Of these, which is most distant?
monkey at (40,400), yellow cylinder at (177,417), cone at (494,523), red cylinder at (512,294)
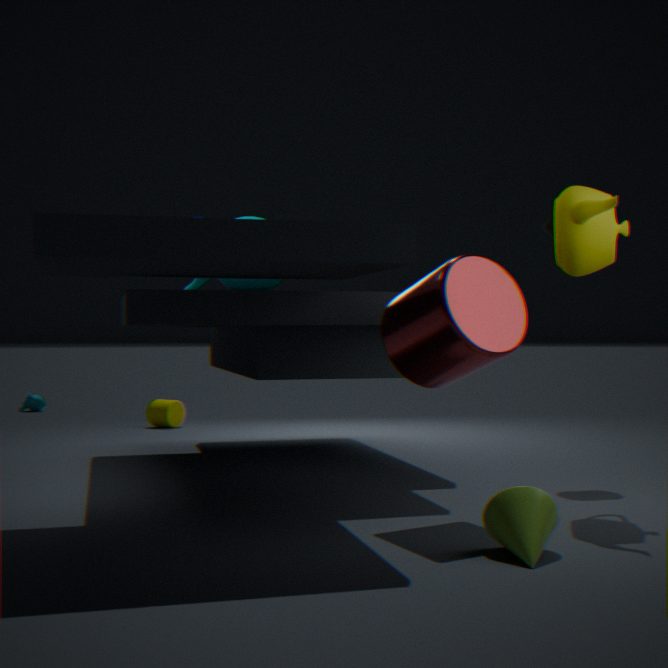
monkey at (40,400)
